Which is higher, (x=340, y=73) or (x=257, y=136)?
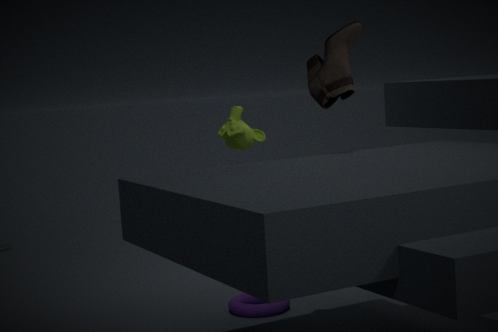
(x=340, y=73)
